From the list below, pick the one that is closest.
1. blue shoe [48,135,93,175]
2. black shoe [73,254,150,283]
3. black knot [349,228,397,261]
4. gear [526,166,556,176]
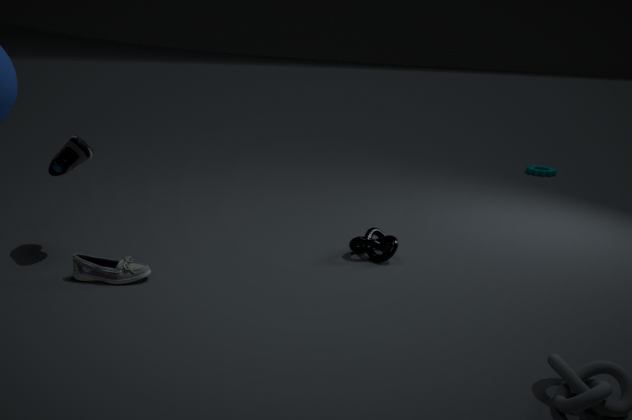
black shoe [73,254,150,283]
